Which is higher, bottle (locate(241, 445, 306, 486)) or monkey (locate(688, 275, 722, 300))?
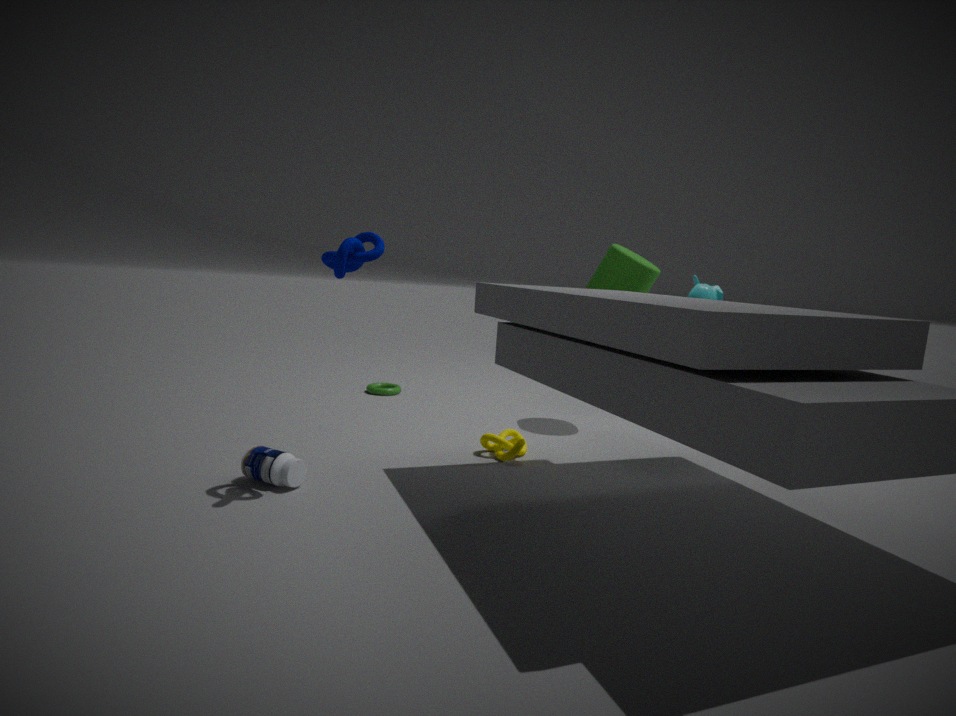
monkey (locate(688, 275, 722, 300))
